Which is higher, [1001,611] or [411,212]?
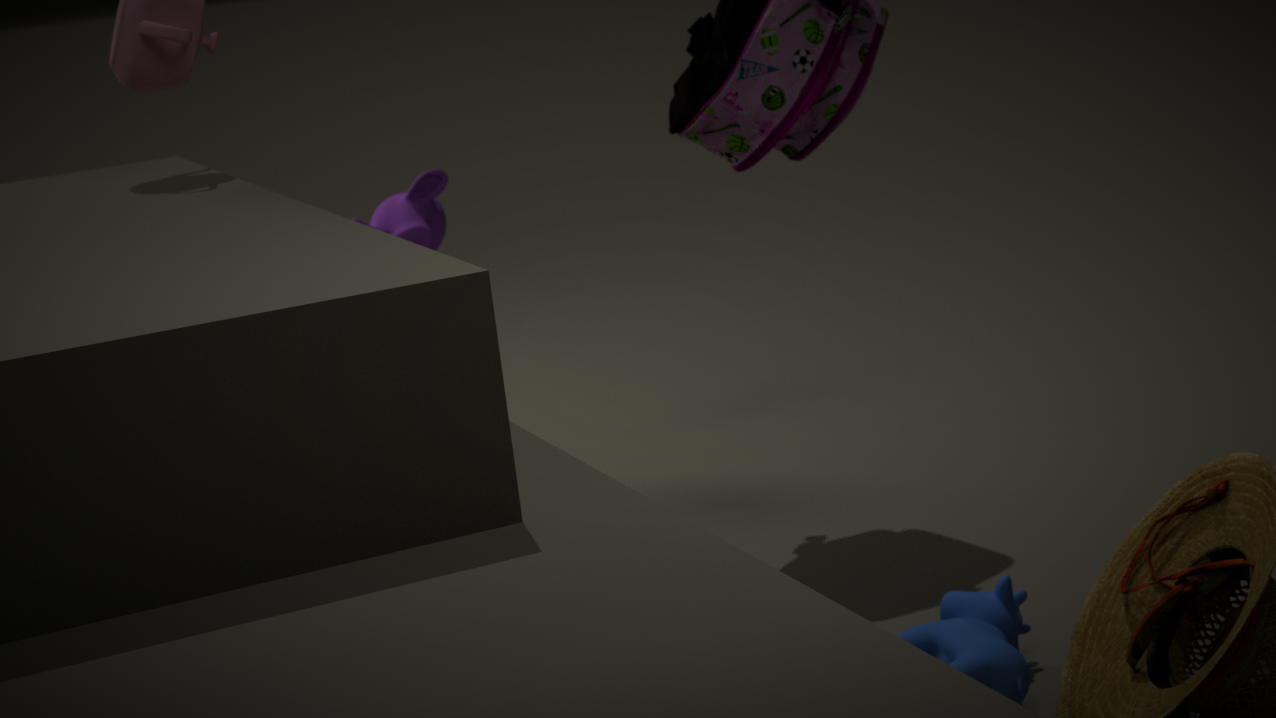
[411,212]
